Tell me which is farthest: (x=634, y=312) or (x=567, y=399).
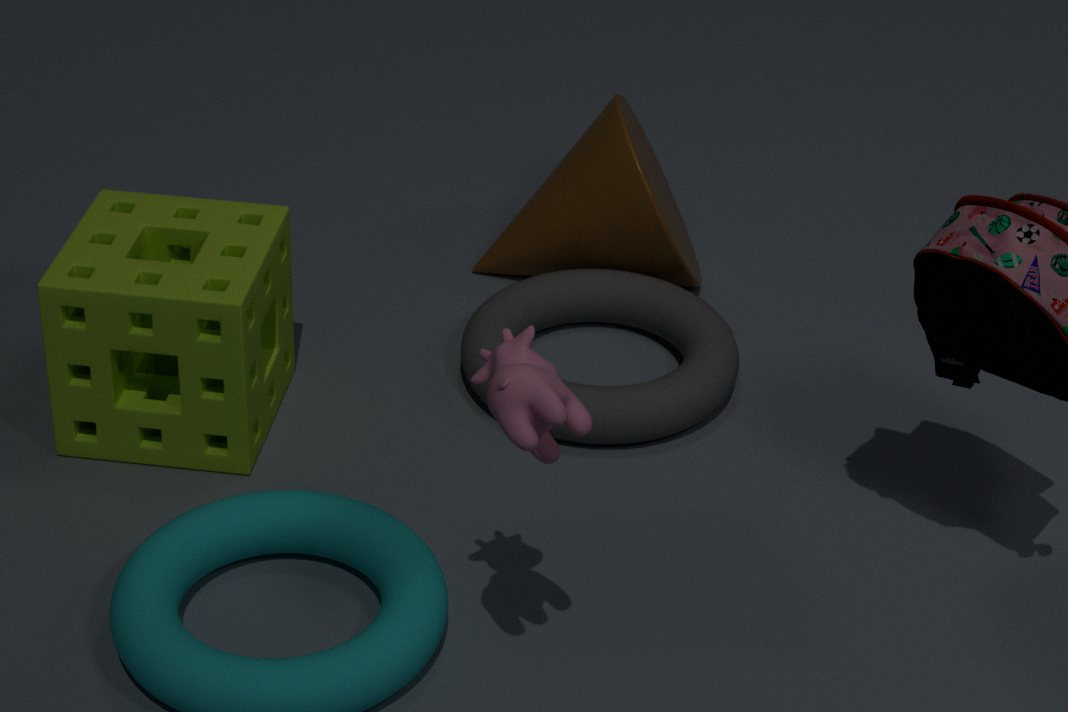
(x=634, y=312)
